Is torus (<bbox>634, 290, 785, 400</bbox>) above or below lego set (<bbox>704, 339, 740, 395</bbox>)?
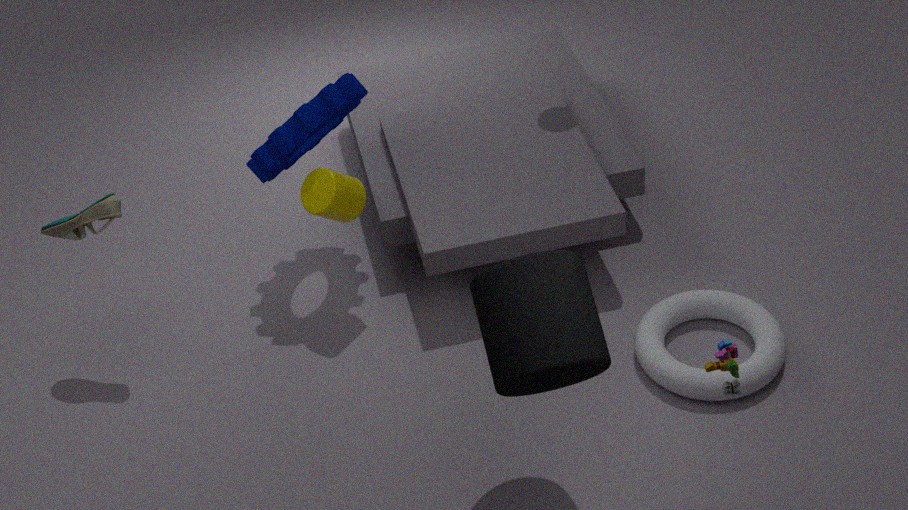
below
